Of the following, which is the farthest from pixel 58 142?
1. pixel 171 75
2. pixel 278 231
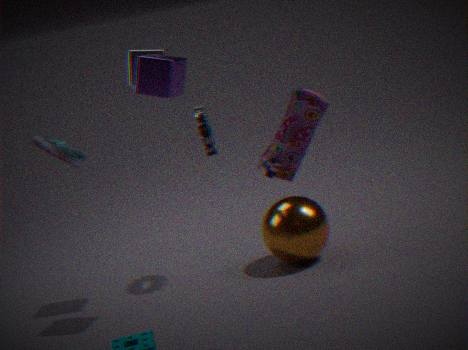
pixel 278 231
